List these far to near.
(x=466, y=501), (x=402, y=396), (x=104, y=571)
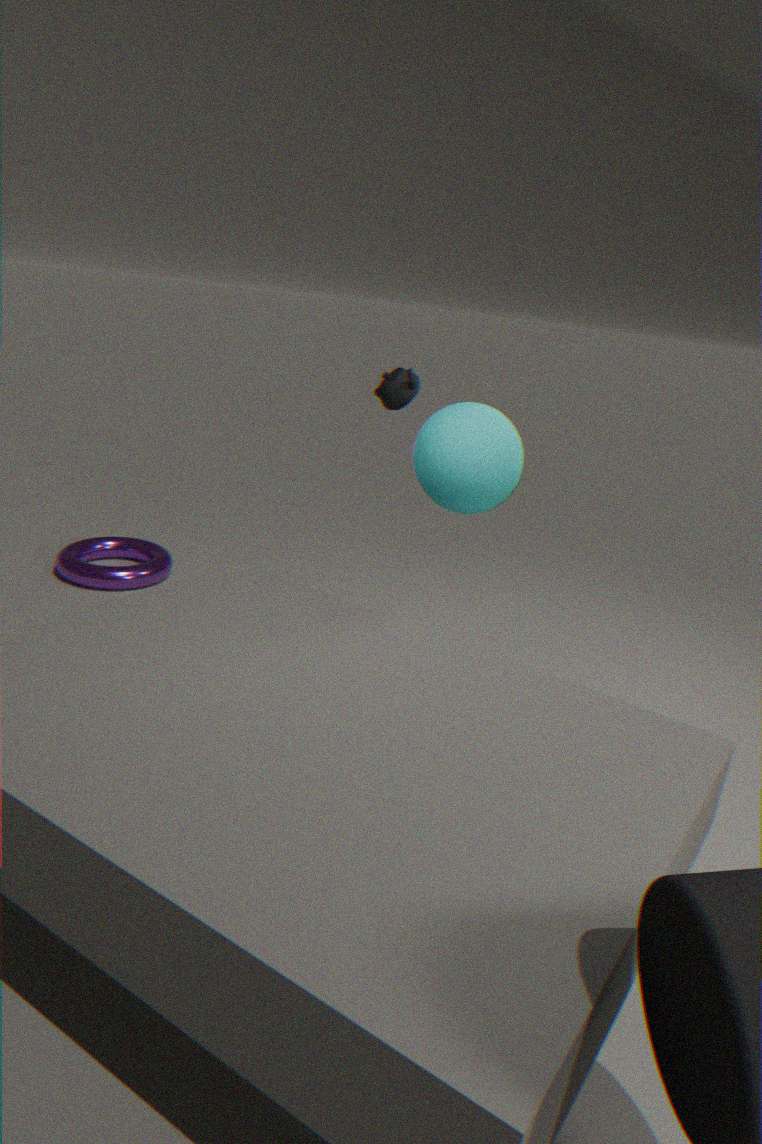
1. (x=104, y=571)
2. (x=402, y=396)
3. (x=466, y=501)
